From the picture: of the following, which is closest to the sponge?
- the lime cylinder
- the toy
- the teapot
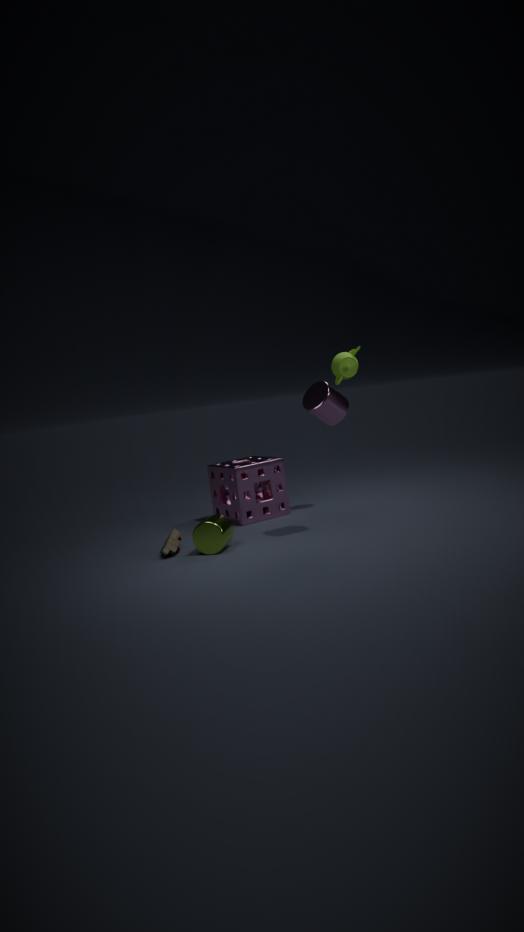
the lime cylinder
